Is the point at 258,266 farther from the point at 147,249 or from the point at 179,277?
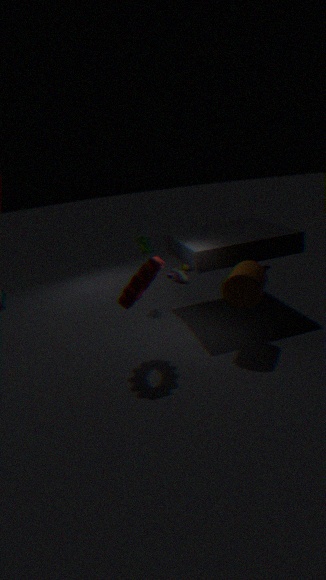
the point at 147,249
